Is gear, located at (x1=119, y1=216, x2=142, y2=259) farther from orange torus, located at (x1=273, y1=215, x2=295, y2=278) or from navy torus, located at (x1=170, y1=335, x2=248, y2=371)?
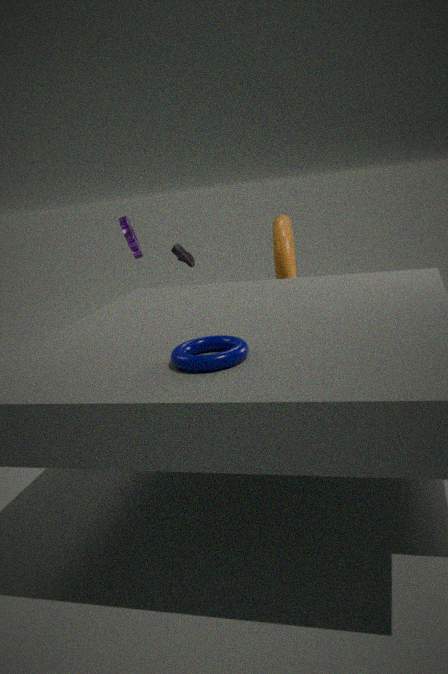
navy torus, located at (x1=170, y1=335, x2=248, y2=371)
